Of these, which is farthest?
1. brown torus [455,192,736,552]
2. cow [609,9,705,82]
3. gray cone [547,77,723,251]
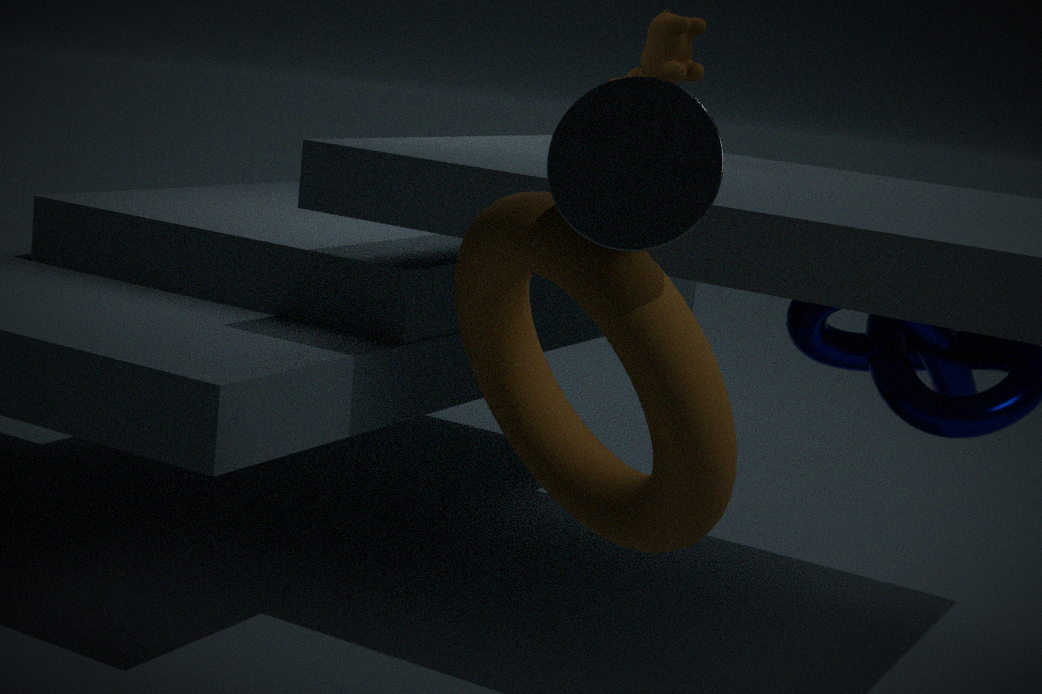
cow [609,9,705,82]
